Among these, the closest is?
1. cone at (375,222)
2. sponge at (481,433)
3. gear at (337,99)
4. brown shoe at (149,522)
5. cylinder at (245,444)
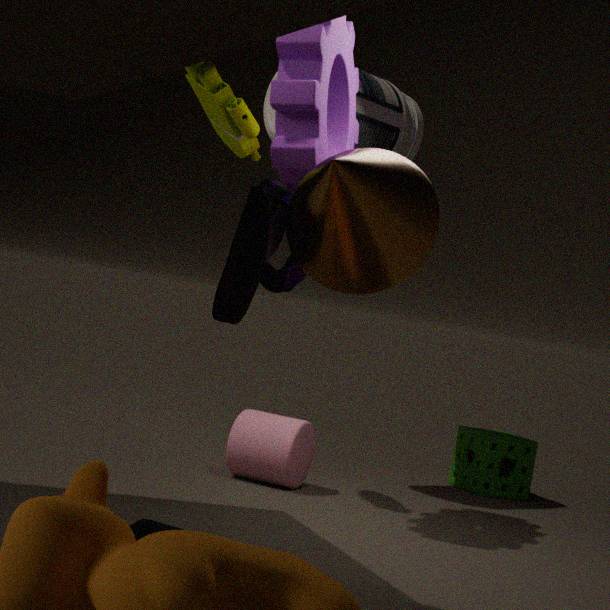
cone at (375,222)
